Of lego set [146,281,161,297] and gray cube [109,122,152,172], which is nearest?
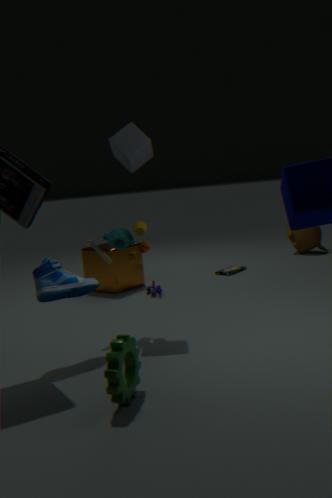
gray cube [109,122,152,172]
